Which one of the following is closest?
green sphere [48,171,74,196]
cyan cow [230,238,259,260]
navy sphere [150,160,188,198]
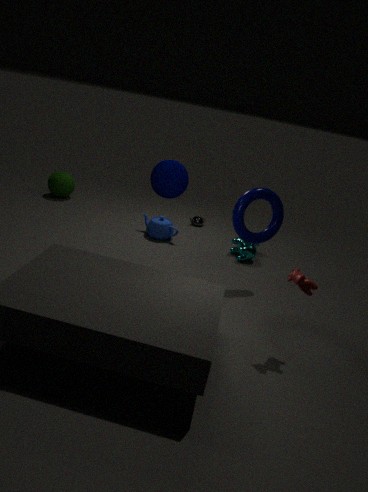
navy sphere [150,160,188,198]
